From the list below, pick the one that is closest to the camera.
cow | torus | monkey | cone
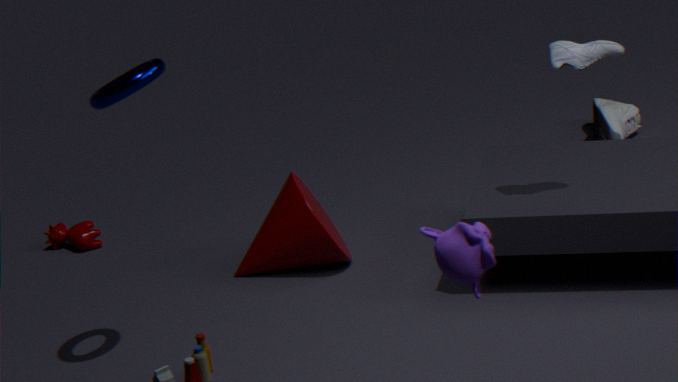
monkey
